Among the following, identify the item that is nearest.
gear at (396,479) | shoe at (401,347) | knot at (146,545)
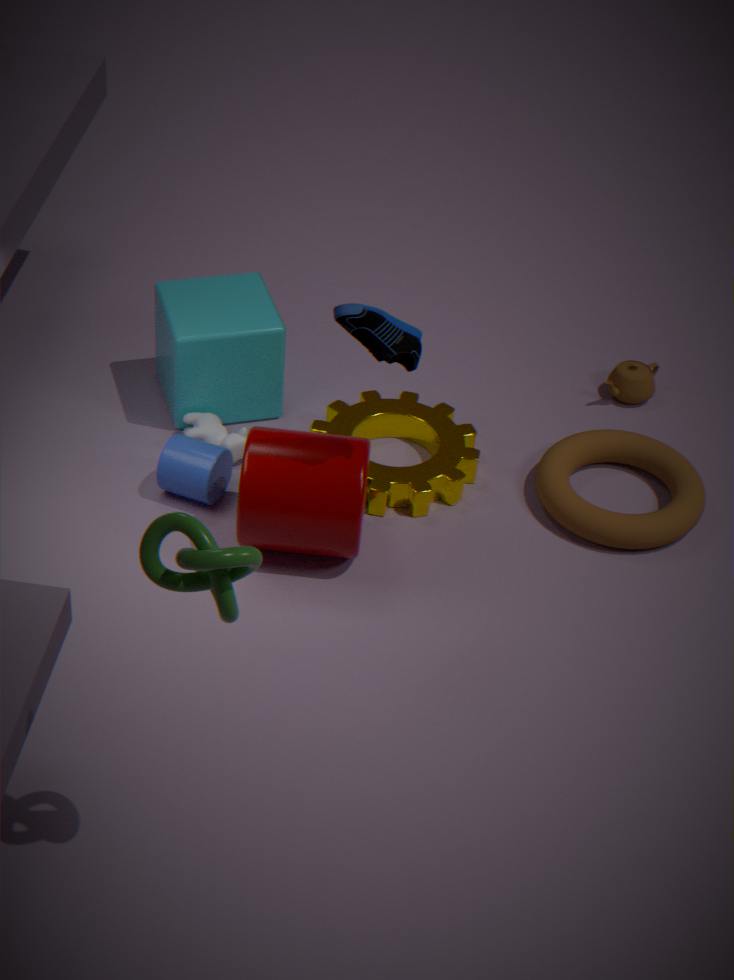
knot at (146,545)
